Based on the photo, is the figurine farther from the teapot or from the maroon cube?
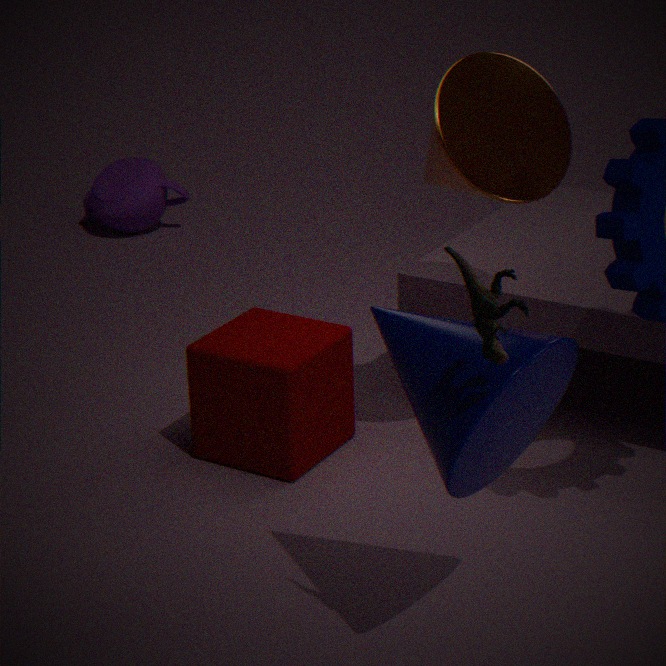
the teapot
